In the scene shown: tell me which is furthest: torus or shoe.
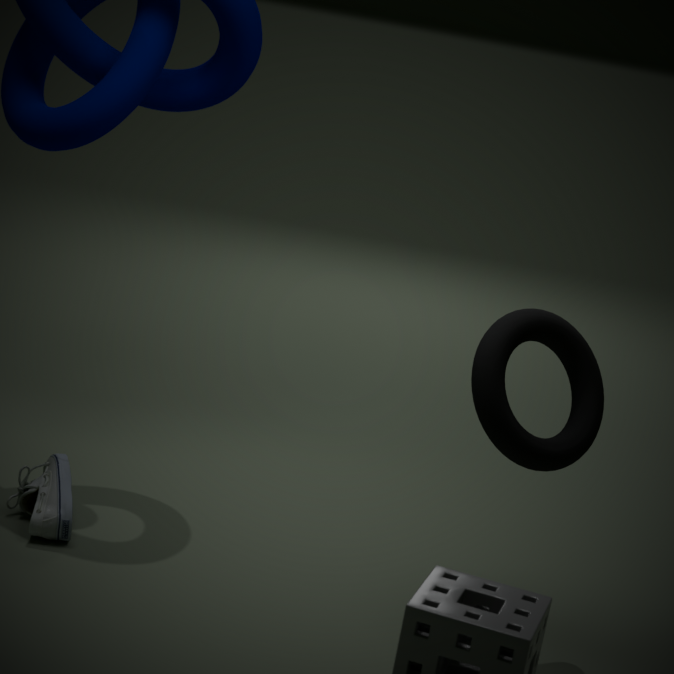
shoe
